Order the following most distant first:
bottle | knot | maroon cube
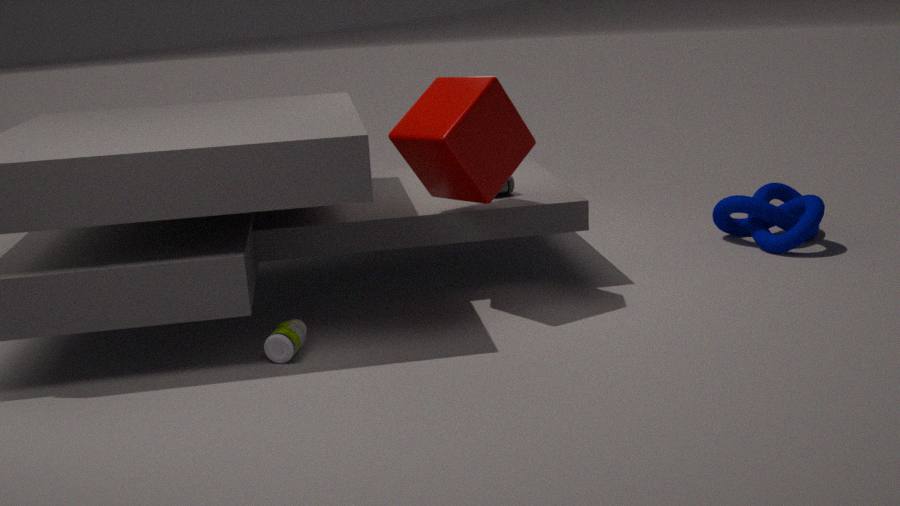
knot, maroon cube, bottle
